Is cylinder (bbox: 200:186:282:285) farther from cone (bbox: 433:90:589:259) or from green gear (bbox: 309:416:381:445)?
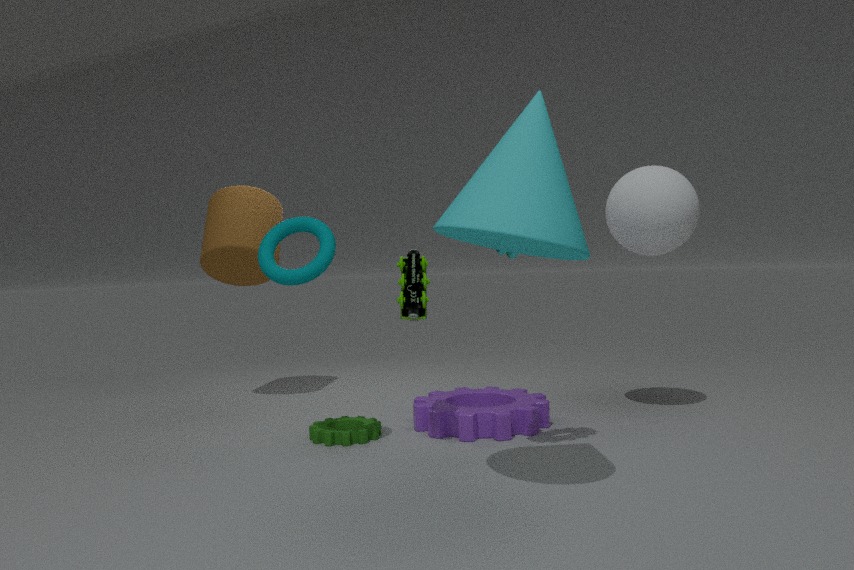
cone (bbox: 433:90:589:259)
